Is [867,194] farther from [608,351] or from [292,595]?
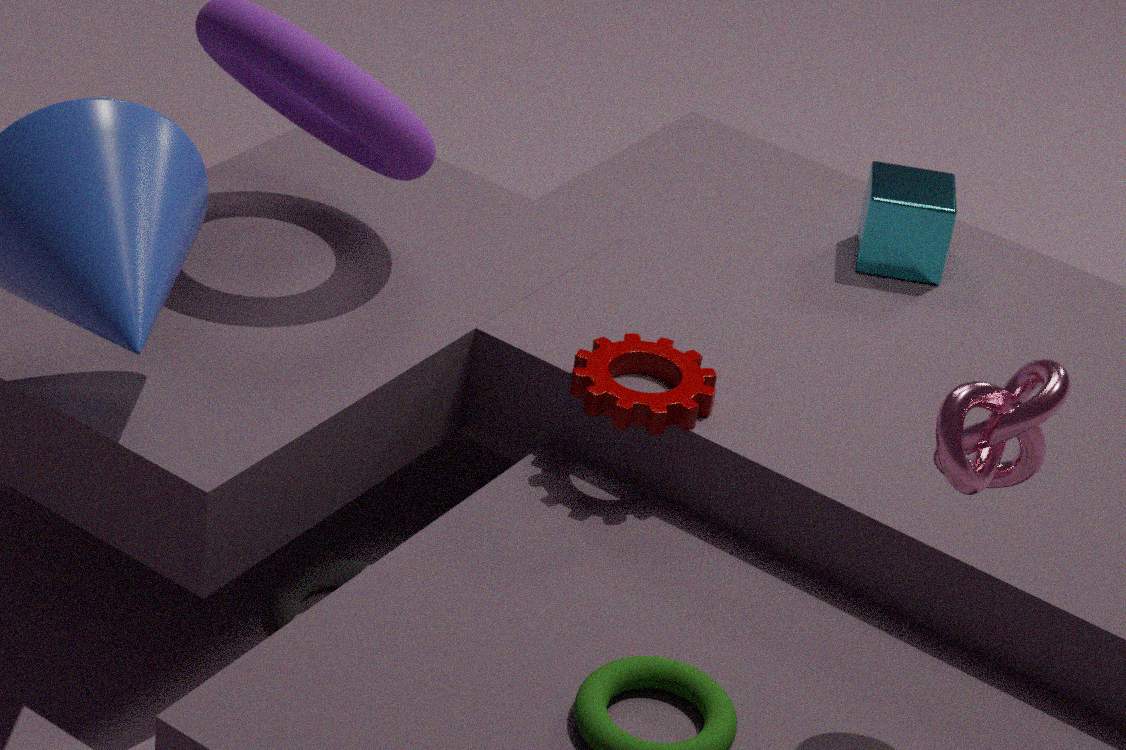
[292,595]
